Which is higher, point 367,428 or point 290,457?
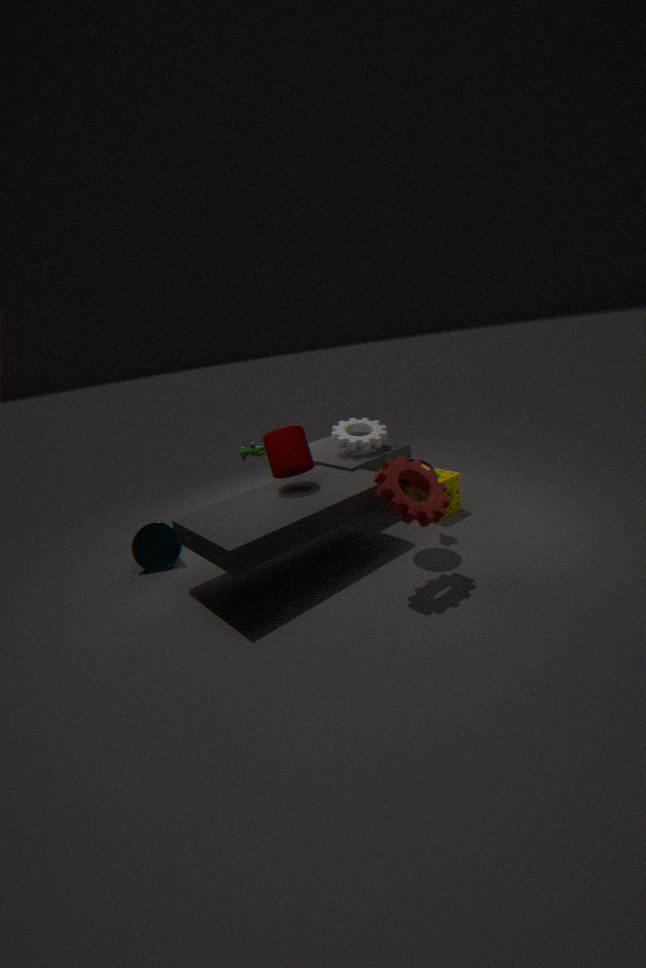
point 290,457
